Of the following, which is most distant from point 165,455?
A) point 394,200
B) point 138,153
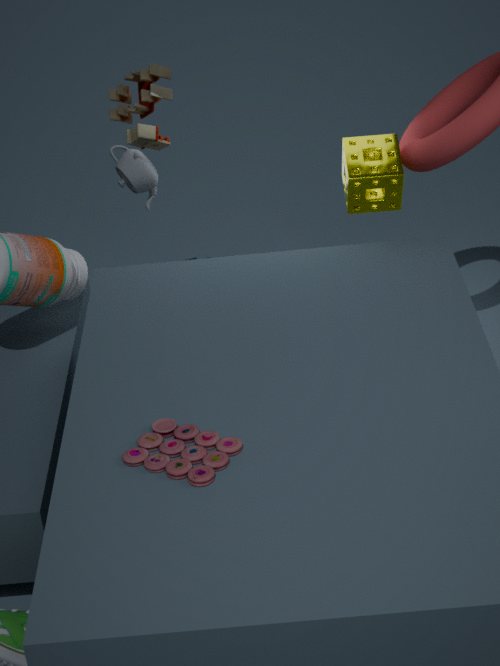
point 138,153
